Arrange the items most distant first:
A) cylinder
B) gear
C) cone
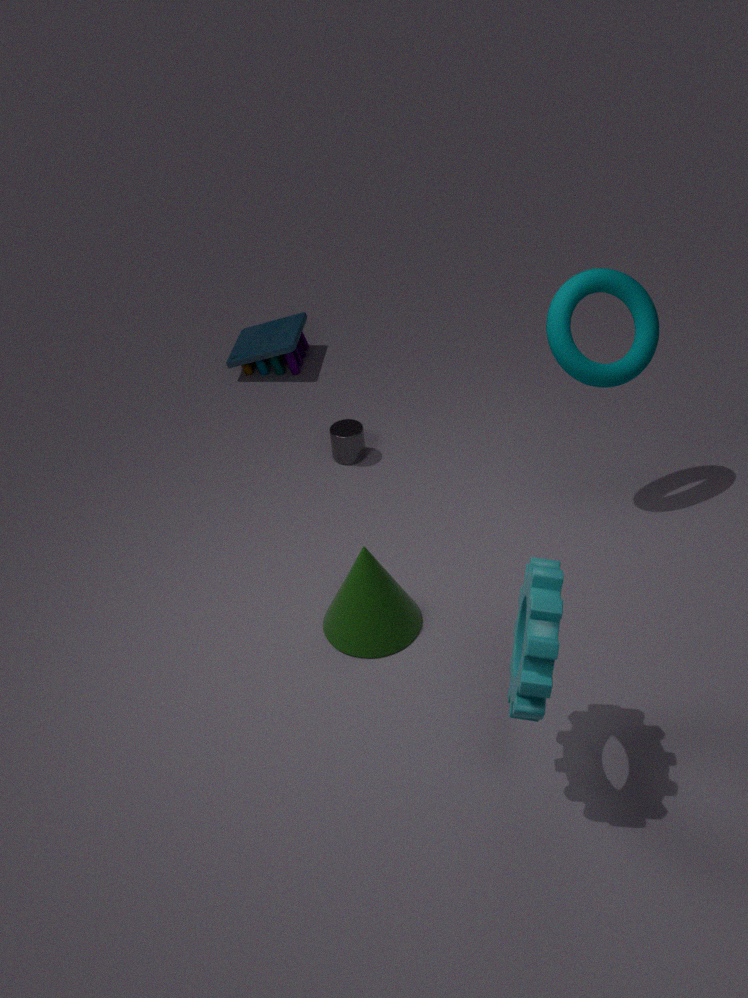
1. cylinder
2. cone
3. gear
